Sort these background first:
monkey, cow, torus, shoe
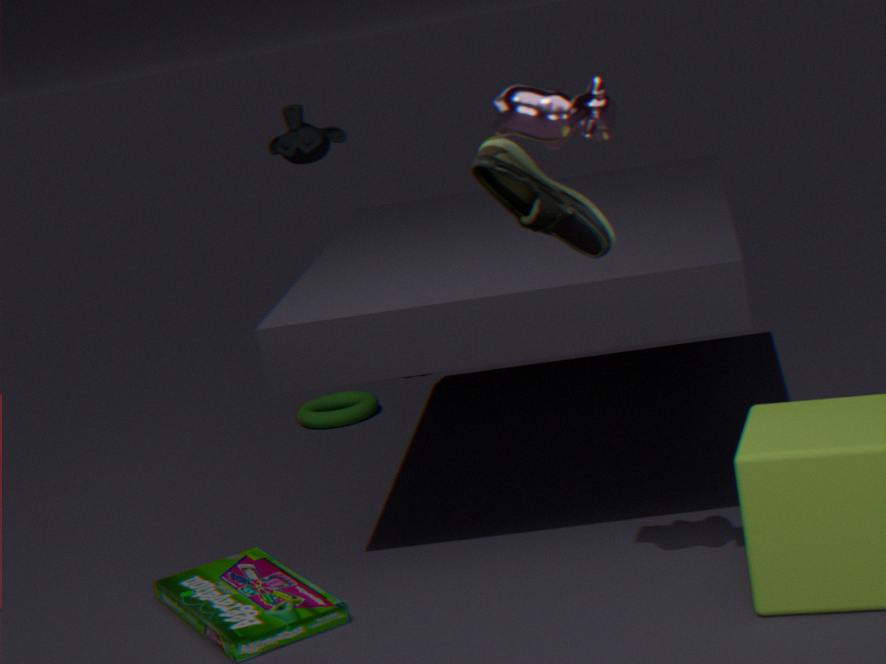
torus, monkey, shoe, cow
